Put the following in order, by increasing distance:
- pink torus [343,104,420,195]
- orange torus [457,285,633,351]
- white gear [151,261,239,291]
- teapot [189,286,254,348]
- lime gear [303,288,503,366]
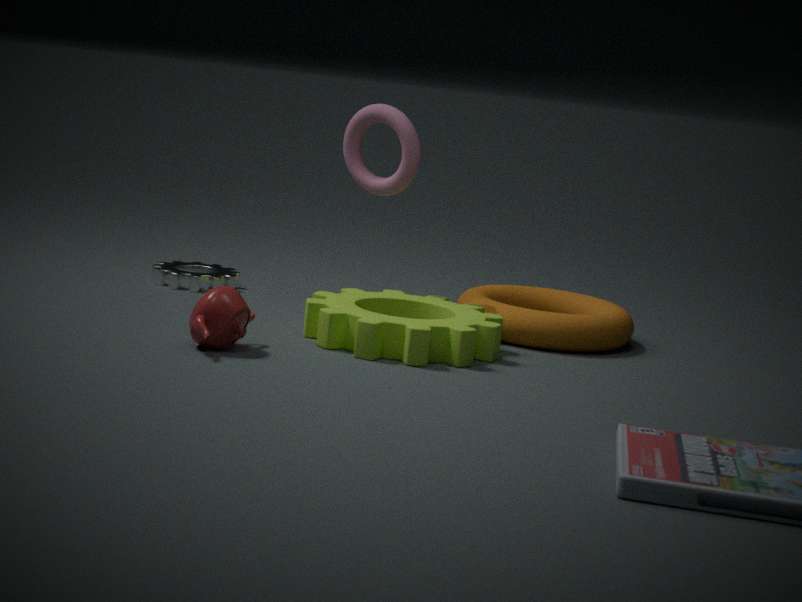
teapot [189,286,254,348] < lime gear [303,288,503,366] < orange torus [457,285,633,351] < pink torus [343,104,420,195] < white gear [151,261,239,291]
